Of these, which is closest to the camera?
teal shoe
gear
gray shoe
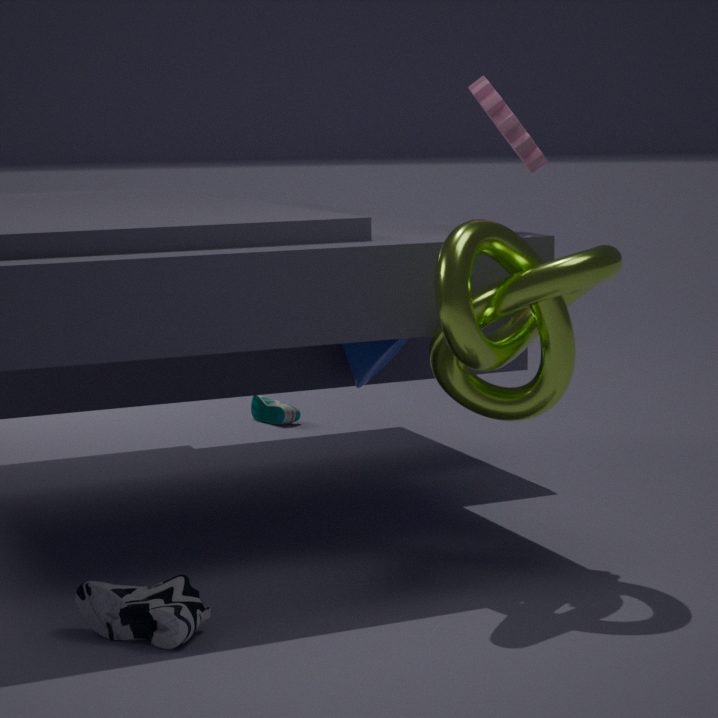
gray shoe
